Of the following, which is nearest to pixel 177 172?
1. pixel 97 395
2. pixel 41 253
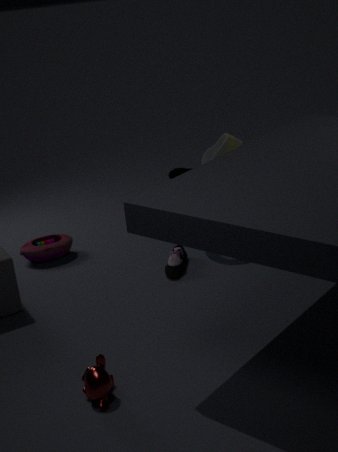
pixel 41 253
